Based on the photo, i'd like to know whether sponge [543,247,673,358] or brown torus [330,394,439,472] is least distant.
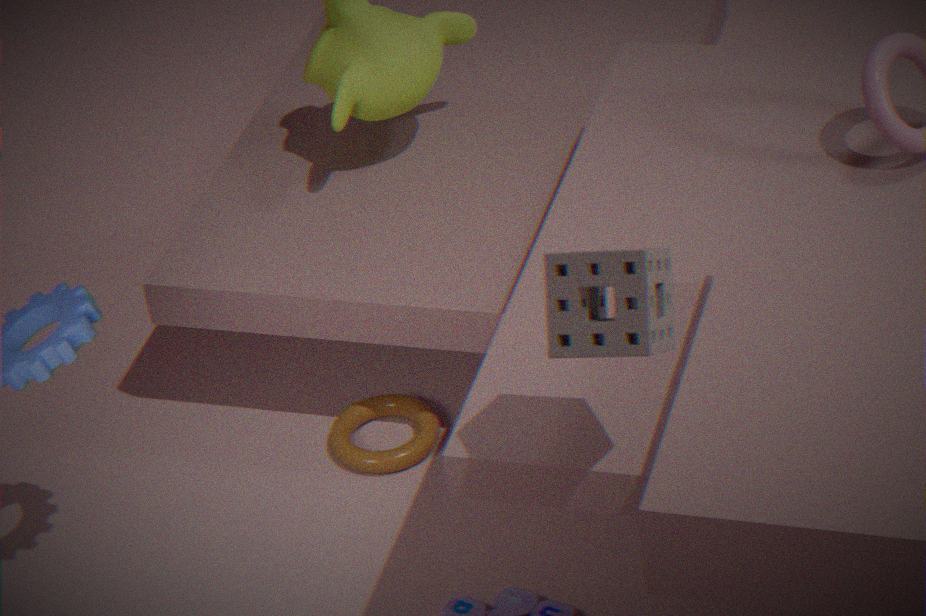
sponge [543,247,673,358]
